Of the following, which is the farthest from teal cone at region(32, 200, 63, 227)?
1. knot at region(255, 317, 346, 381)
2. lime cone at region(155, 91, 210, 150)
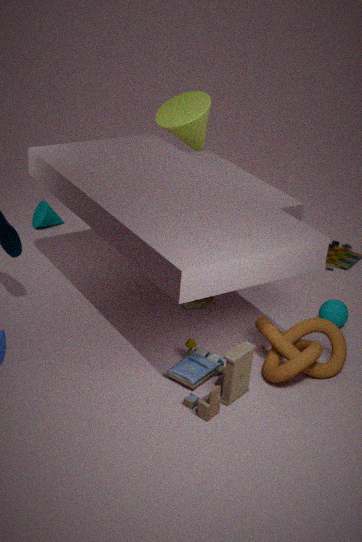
knot at region(255, 317, 346, 381)
